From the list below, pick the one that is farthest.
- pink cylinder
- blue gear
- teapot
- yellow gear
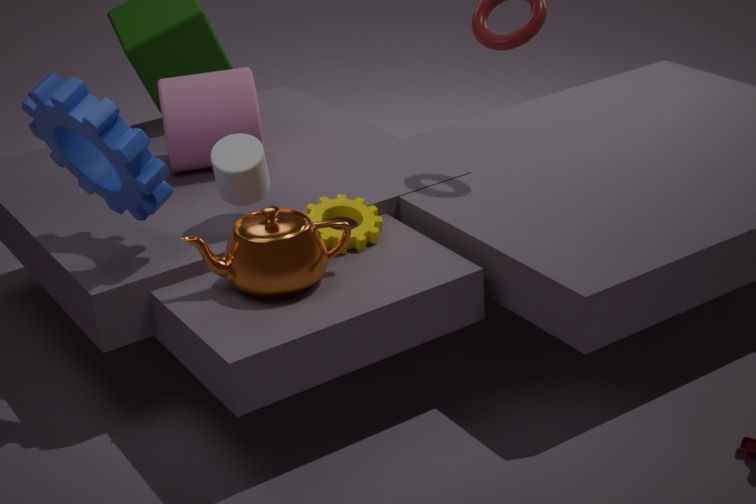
pink cylinder
